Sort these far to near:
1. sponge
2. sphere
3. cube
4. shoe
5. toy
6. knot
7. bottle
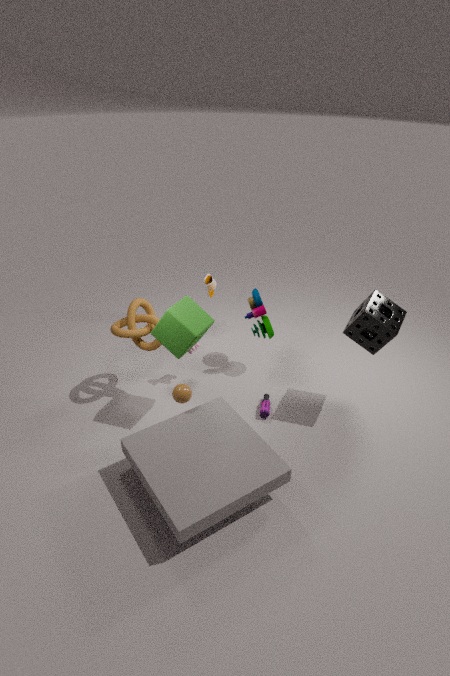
shoe, toy, bottle, knot, sponge, sphere, cube
